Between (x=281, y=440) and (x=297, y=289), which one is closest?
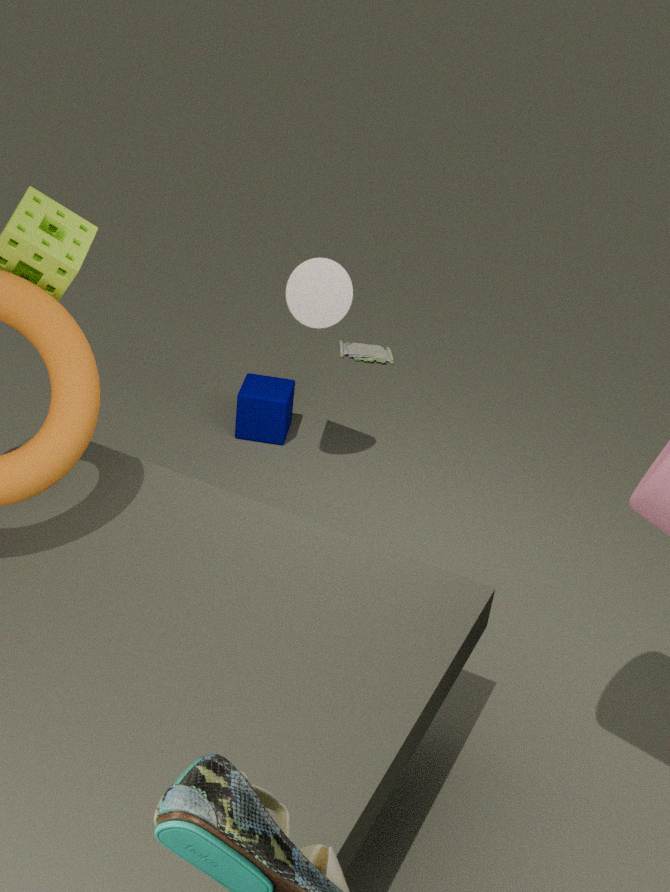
(x=297, y=289)
